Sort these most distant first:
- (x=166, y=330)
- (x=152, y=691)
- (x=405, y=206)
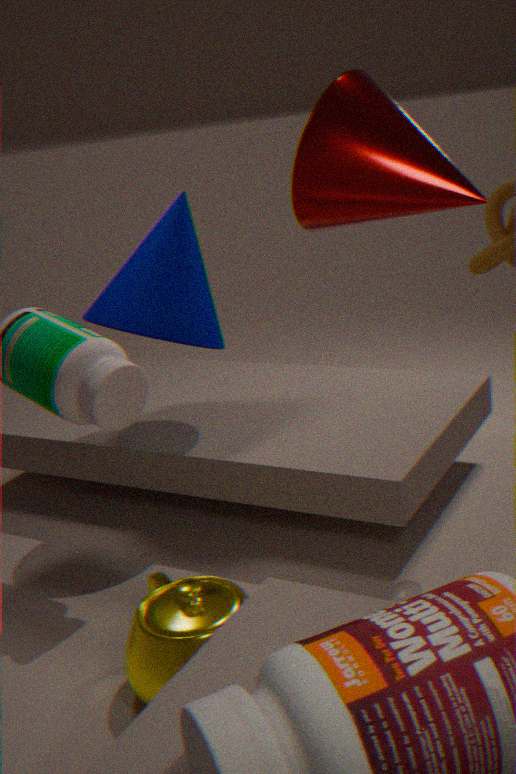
(x=166, y=330)
(x=152, y=691)
(x=405, y=206)
